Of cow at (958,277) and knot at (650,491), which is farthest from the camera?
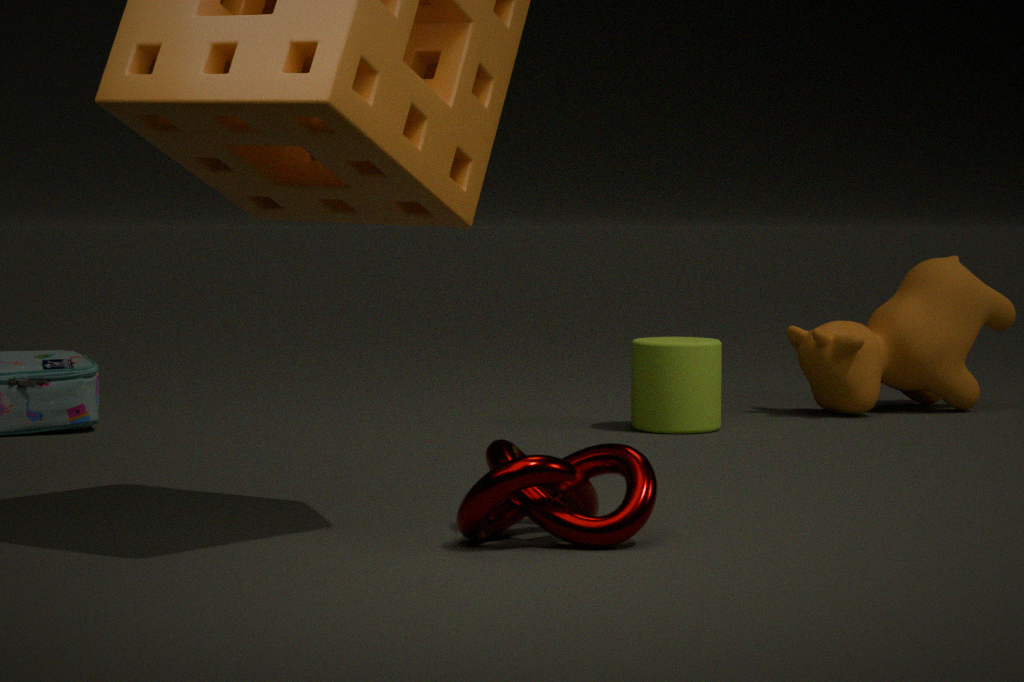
cow at (958,277)
